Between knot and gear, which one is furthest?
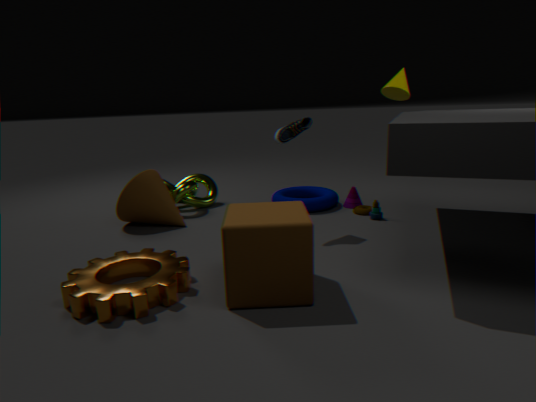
knot
